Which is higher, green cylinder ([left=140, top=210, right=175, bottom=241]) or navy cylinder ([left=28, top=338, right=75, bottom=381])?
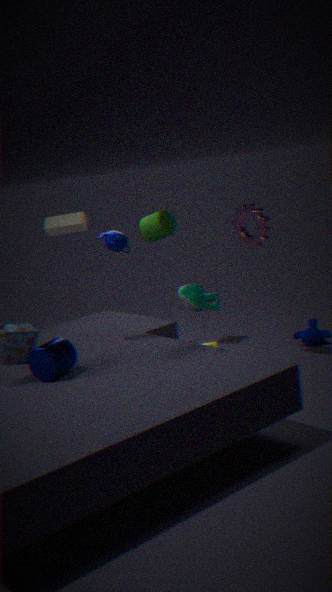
green cylinder ([left=140, top=210, right=175, bottom=241])
